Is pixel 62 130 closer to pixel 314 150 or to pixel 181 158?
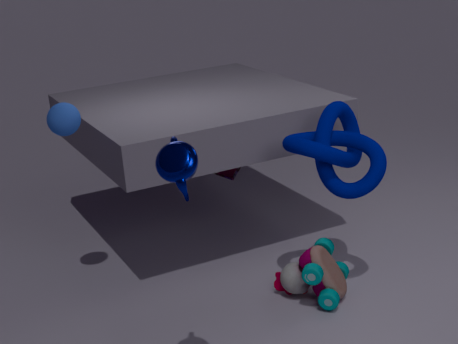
pixel 181 158
